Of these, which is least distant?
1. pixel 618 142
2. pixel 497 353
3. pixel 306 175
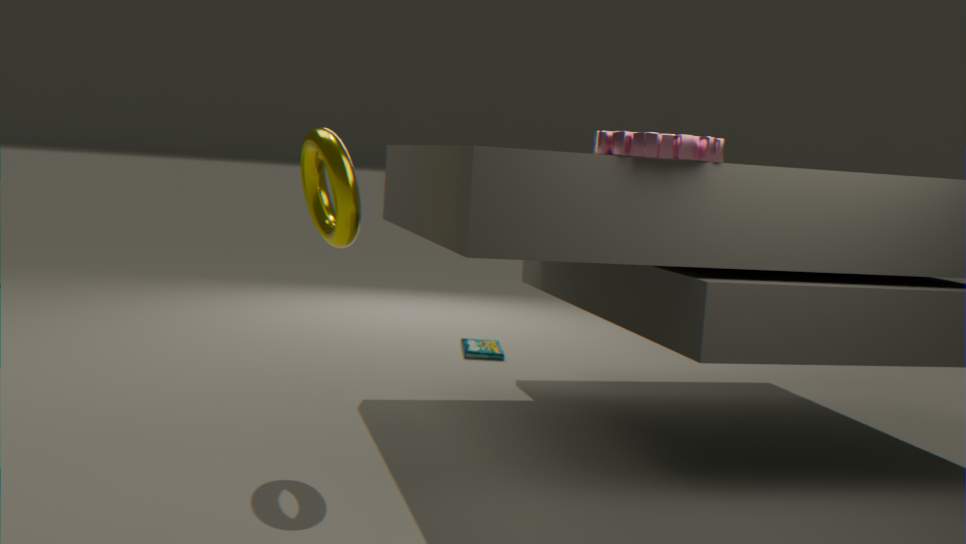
pixel 618 142
